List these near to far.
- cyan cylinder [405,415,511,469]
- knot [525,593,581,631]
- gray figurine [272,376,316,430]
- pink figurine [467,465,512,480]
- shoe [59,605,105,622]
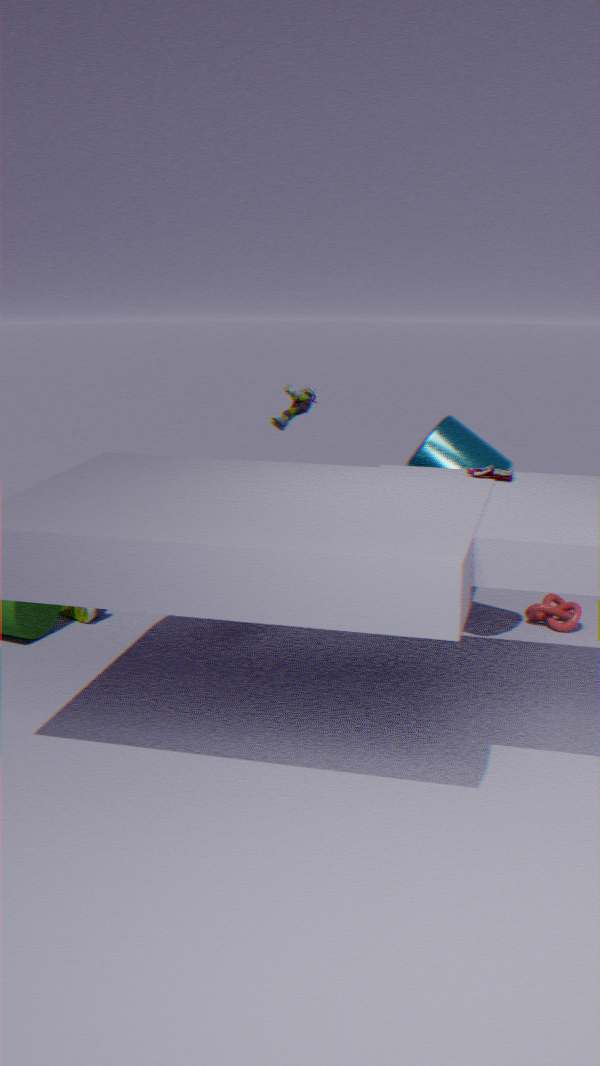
pink figurine [467,465,512,480] < cyan cylinder [405,415,511,469] < gray figurine [272,376,316,430] < knot [525,593,581,631] < shoe [59,605,105,622]
